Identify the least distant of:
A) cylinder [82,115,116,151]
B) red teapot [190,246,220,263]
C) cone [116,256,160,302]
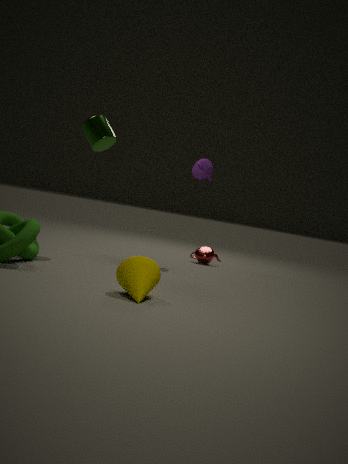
cone [116,256,160,302]
